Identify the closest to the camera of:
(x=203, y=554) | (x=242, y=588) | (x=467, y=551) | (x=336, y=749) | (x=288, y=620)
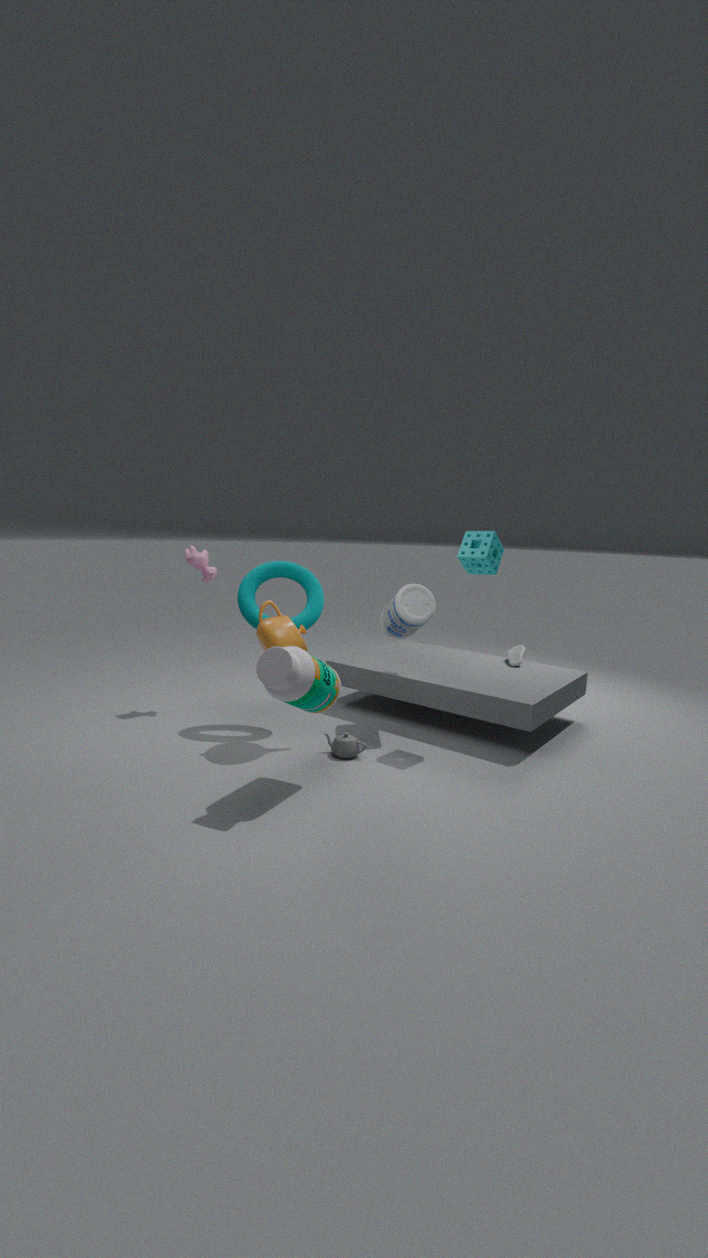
(x=336, y=749)
